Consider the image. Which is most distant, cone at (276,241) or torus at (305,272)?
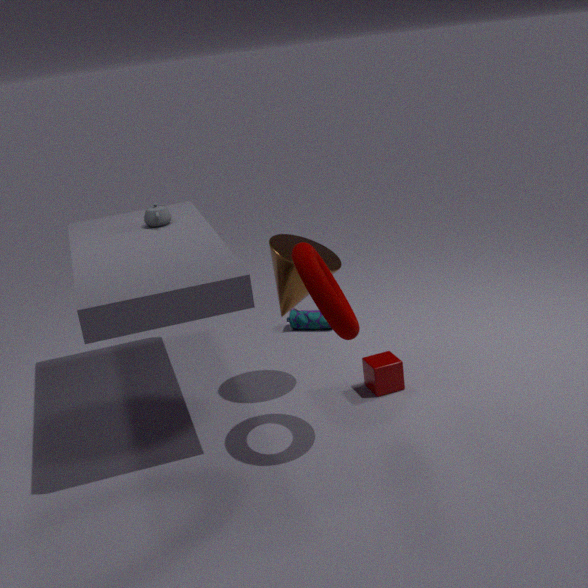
cone at (276,241)
